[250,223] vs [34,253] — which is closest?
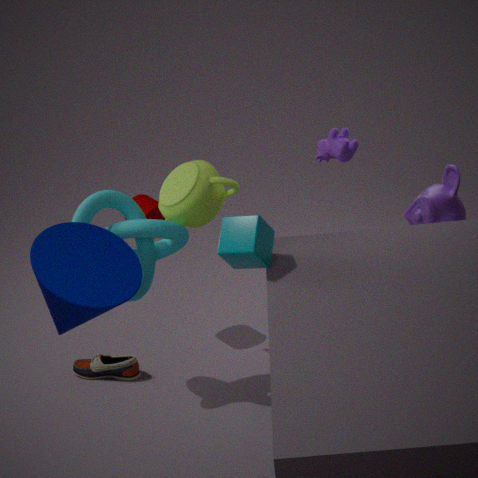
[34,253]
